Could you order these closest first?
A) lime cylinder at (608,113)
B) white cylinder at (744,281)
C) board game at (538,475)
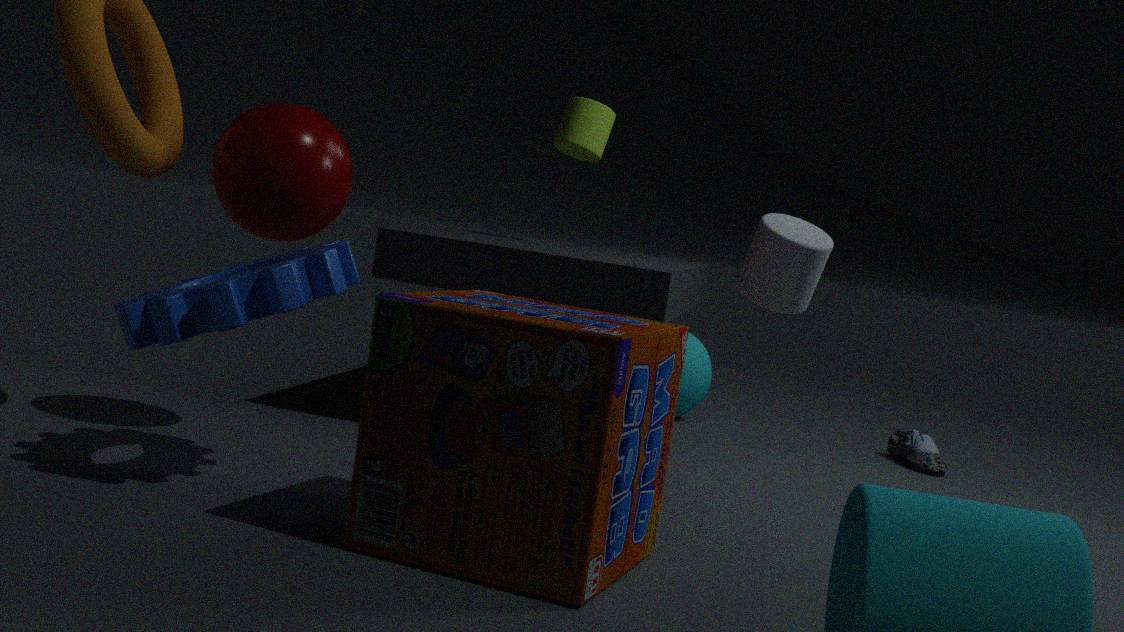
board game at (538,475) < white cylinder at (744,281) < lime cylinder at (608,113)
